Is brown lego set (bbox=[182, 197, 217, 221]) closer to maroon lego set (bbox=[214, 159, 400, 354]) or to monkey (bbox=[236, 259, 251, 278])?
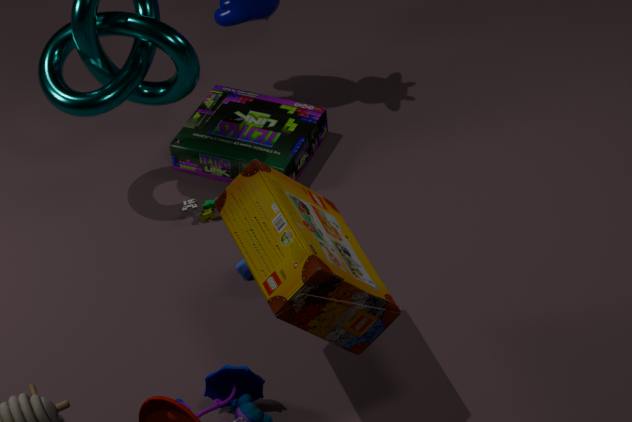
monkey (bbox=[236, 259, 251, 278])
